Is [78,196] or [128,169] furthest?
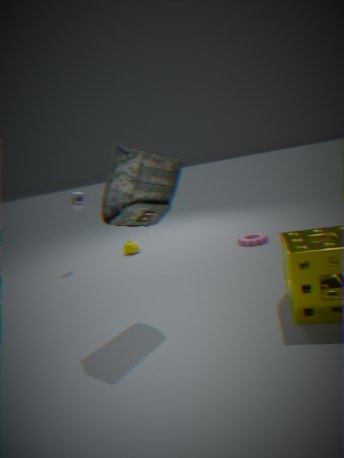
[78,196]
